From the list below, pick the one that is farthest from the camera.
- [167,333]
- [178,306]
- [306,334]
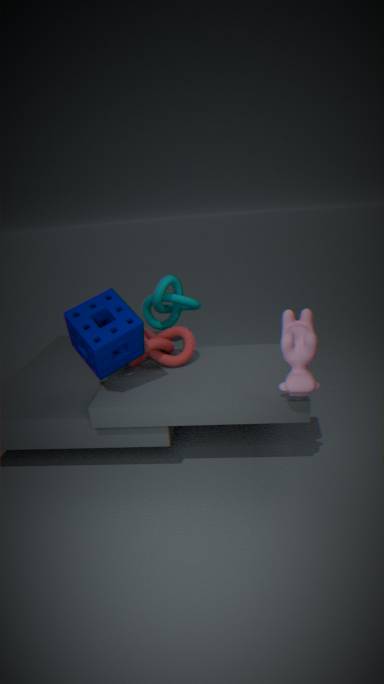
[178,306]
